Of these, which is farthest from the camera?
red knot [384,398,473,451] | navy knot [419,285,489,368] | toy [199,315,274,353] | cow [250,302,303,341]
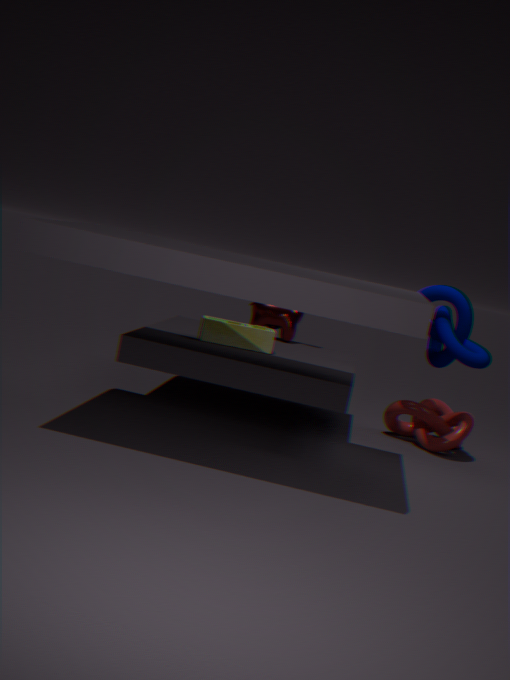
cow [250,302,303,341]
